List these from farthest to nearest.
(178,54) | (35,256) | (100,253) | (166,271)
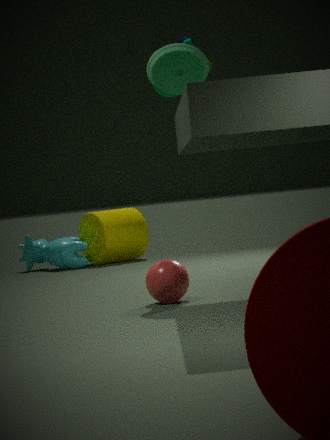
(35,256)
(100,253)
(178,54)
(166,271)
